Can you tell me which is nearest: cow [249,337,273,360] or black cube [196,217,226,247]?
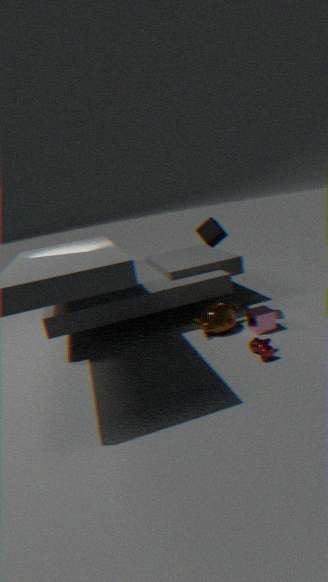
cow [249,337,273,360]
